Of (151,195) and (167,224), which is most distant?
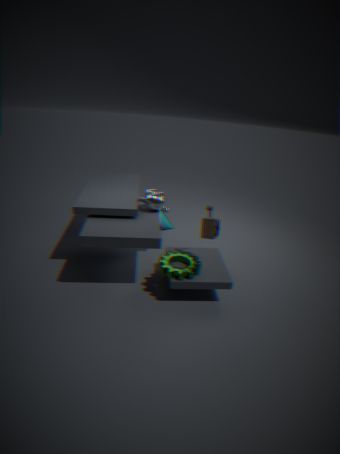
(167,224)
